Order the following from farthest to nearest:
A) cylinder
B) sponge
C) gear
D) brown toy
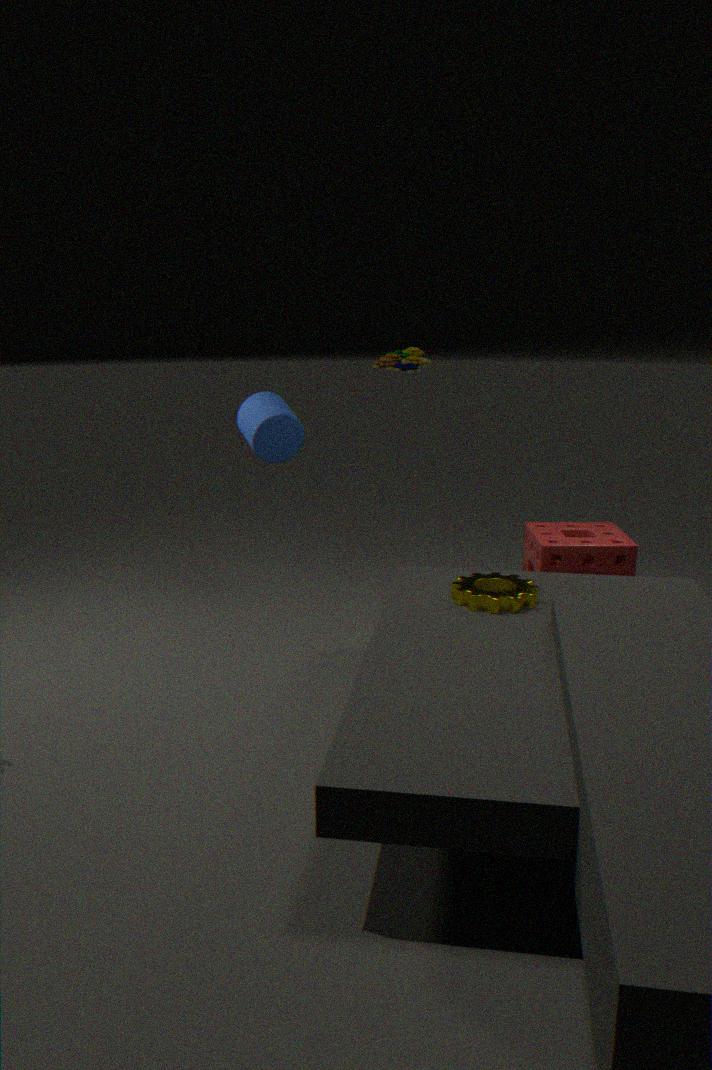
sponge < cylinder < brown toy < gear
